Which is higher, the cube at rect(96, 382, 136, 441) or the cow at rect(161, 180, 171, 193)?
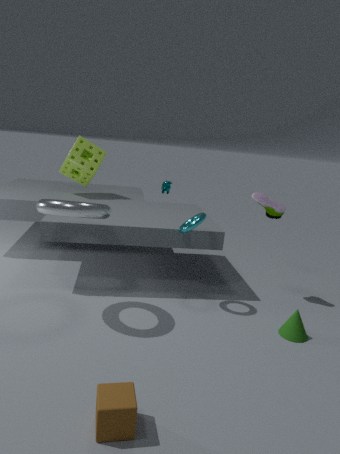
the cow at rect(161, 180, 171, 193)
